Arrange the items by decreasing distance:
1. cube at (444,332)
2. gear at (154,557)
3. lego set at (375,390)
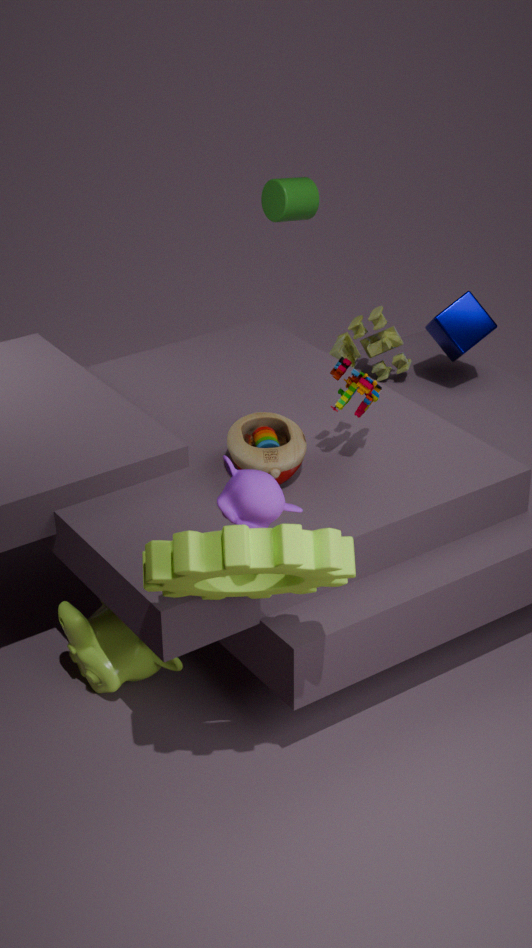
cube at (444,332) < lego set at (375,390) < gear at (154,557)
